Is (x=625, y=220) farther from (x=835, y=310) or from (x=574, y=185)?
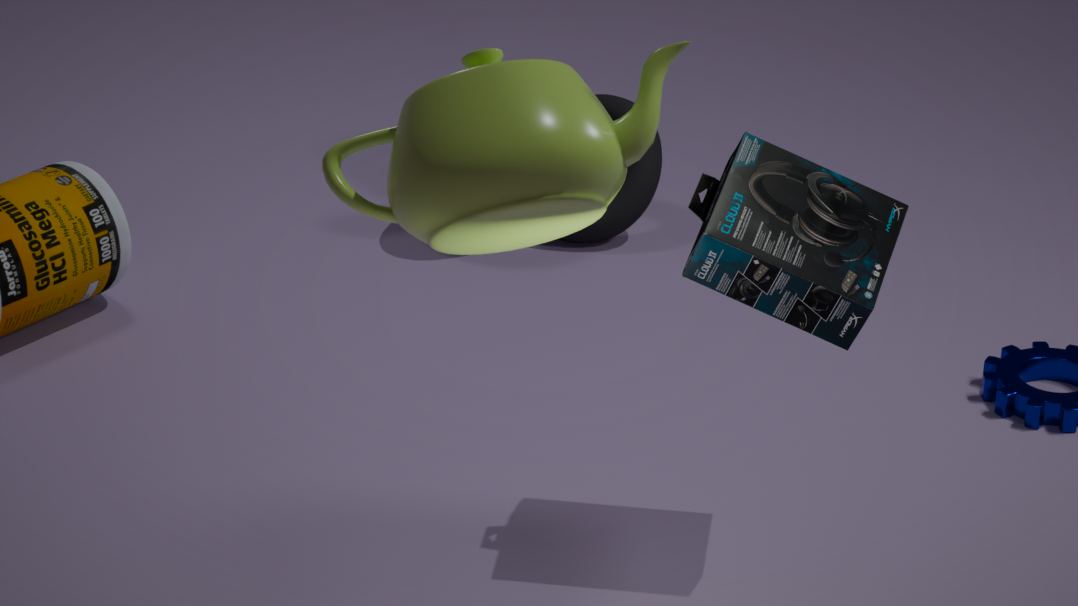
(x=574, y=185)
